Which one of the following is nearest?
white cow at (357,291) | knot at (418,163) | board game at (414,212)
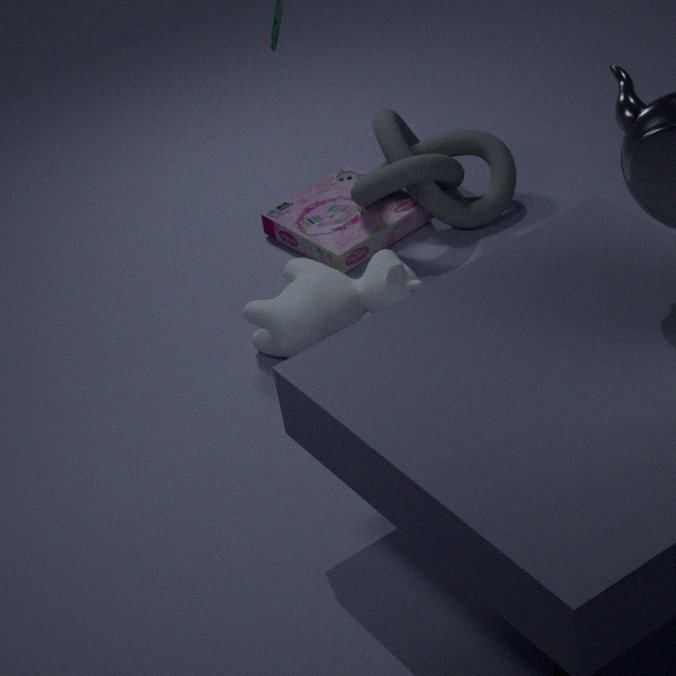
white cow at (357,291)
